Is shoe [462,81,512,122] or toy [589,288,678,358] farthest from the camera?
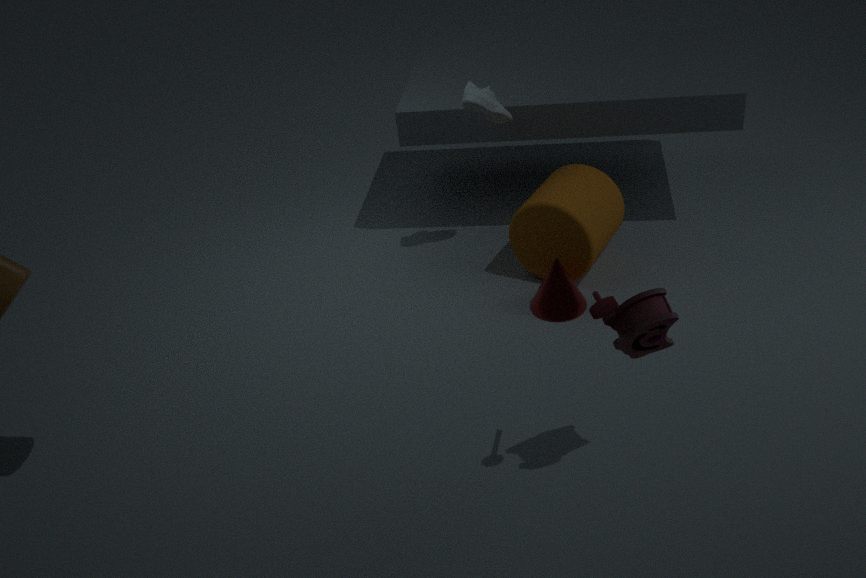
shoe [462,81,512,122]
